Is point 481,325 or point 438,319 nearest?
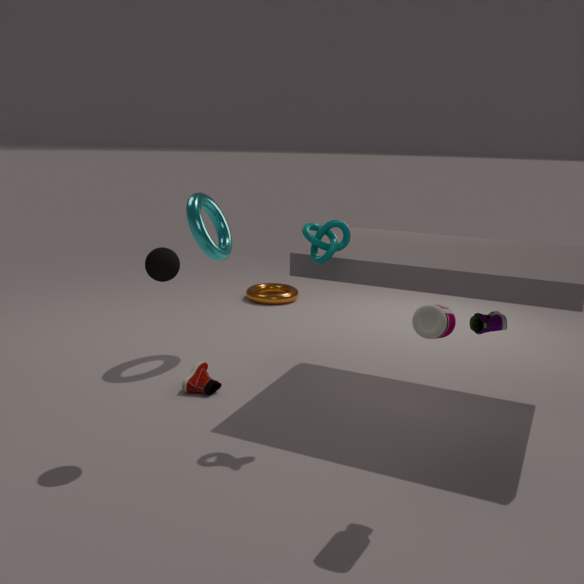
point 438,319
